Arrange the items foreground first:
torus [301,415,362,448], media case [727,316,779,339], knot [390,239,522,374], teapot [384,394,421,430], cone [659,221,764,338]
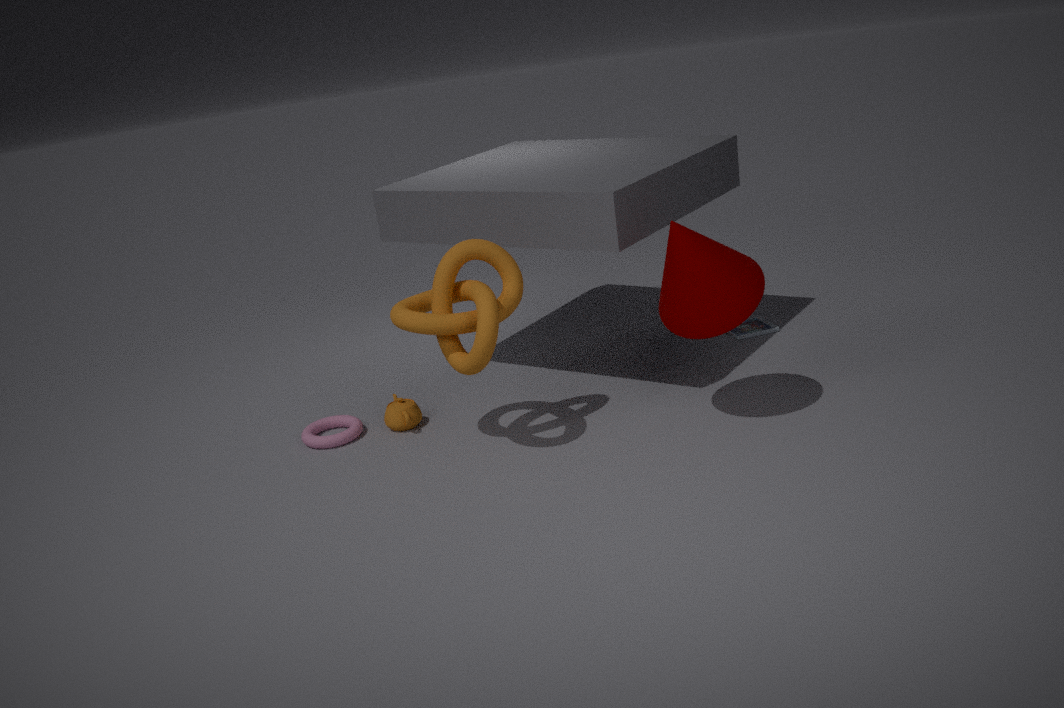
cone [659,221,764,338], knot [390,239,522,374], torus [301,415,362,448], teapot [384,394,421,430], media case [727,316,779,339]
